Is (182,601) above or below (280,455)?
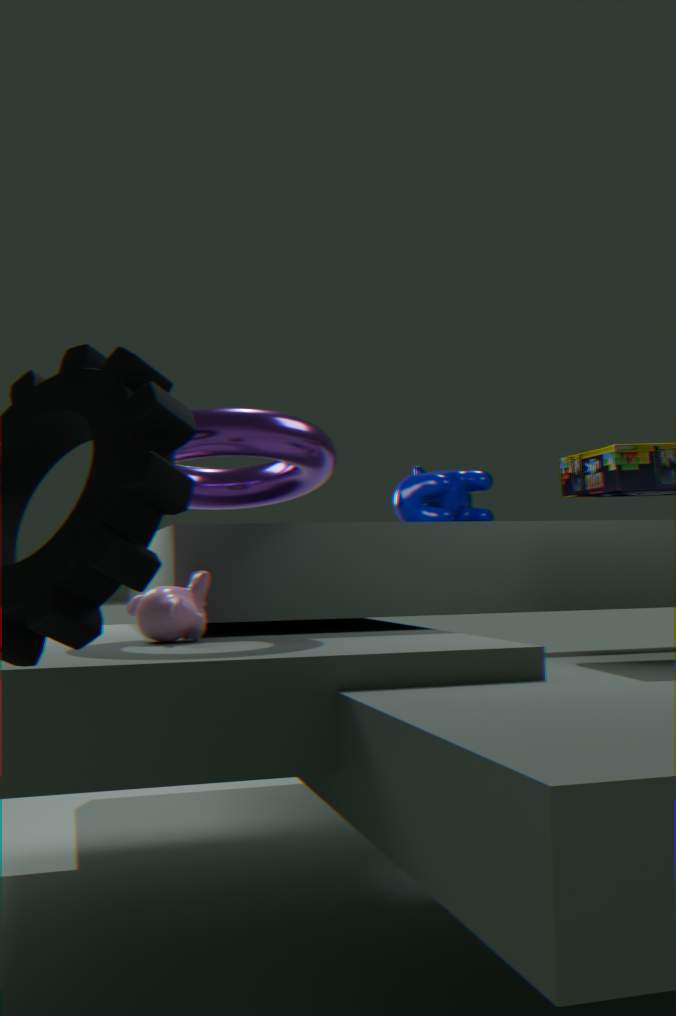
below
